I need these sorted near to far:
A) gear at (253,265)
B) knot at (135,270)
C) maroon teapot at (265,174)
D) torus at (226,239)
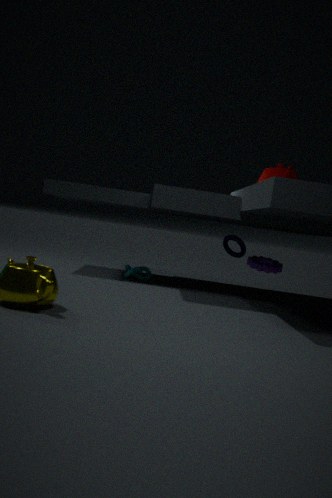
1. C. maroon teapot at (265,174)
2. A. gear at (253,265)
3. B. knot at (135,270)
4. D. torus at (226,239)
